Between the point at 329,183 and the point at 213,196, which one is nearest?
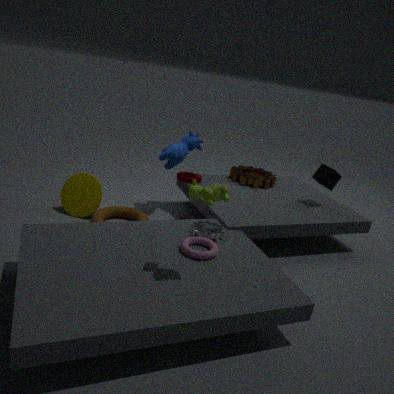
the point at 213,196
